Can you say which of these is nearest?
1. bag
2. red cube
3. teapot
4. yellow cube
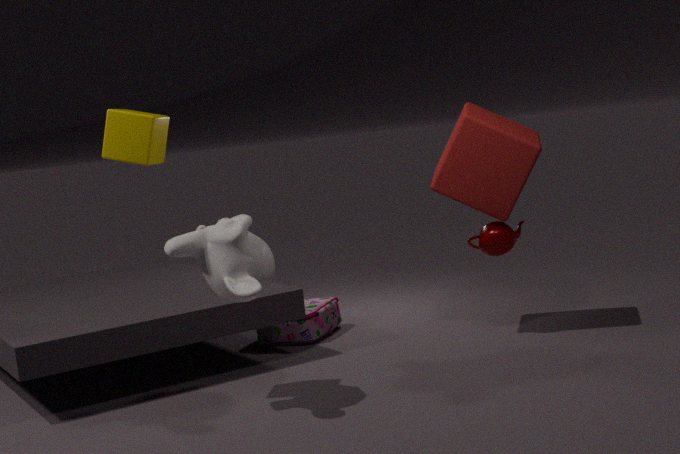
yellow cube
